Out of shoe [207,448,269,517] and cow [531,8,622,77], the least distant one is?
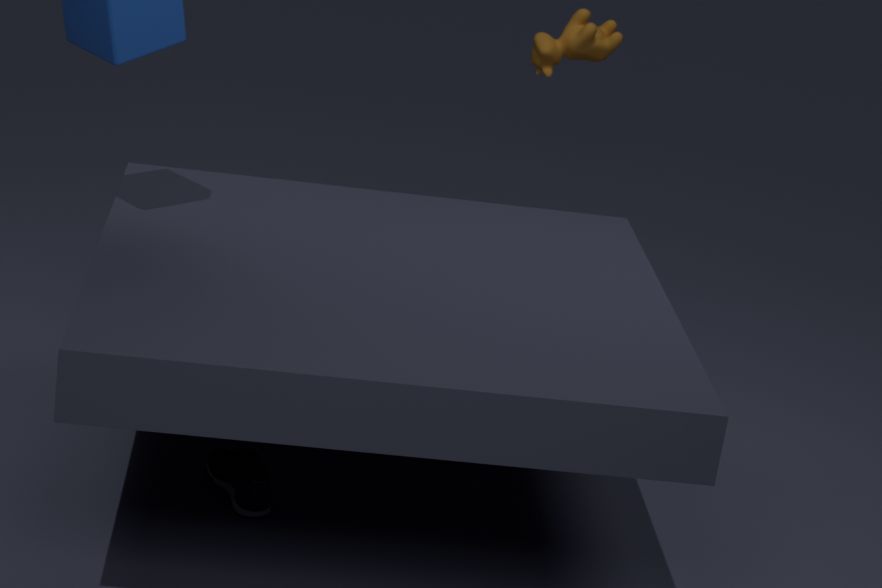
shoe [207,448,269,517]
